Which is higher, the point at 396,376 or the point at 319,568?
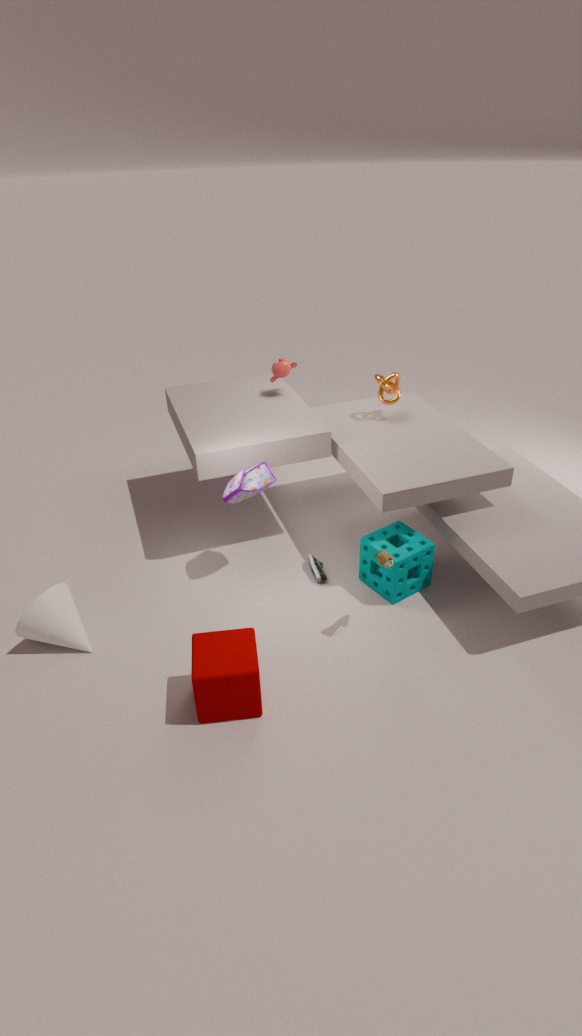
the point at 396,376
